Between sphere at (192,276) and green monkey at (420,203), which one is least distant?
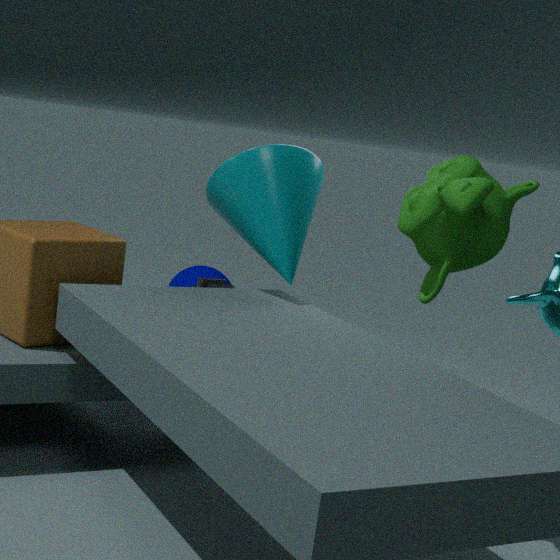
green monkey at (420,203)
